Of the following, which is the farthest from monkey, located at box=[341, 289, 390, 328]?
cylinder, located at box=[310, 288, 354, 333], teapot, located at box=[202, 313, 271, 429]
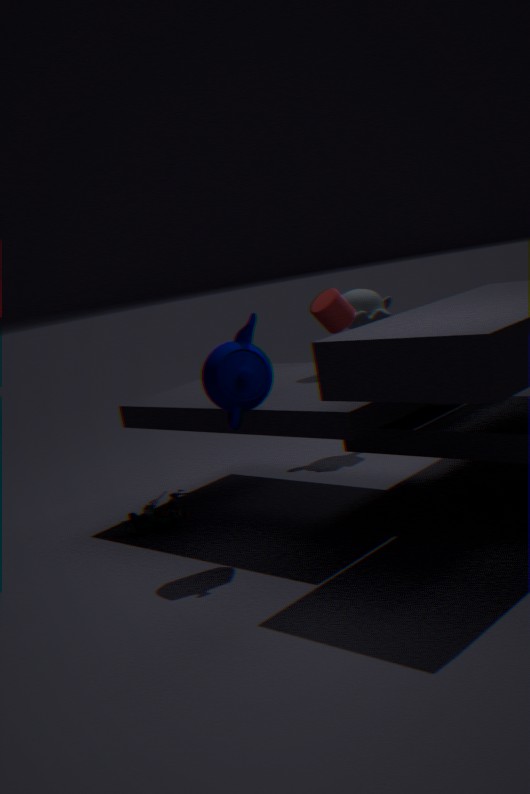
teapot, located at box=[202, 313, 271, 429]
